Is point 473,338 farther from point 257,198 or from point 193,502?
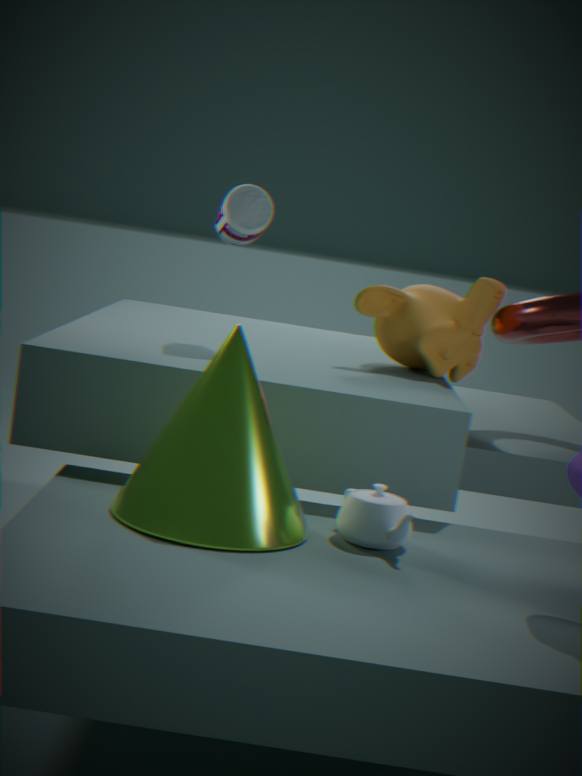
point 193,502
